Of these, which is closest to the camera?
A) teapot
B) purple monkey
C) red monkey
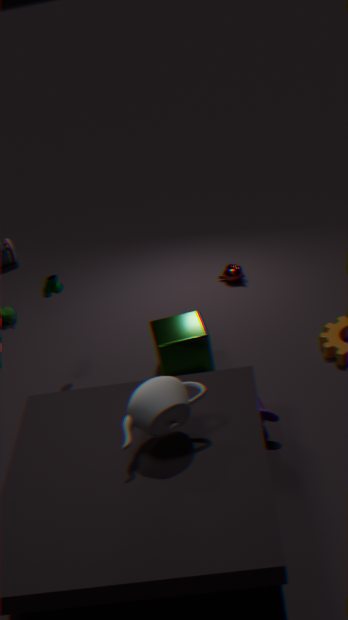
teapot
